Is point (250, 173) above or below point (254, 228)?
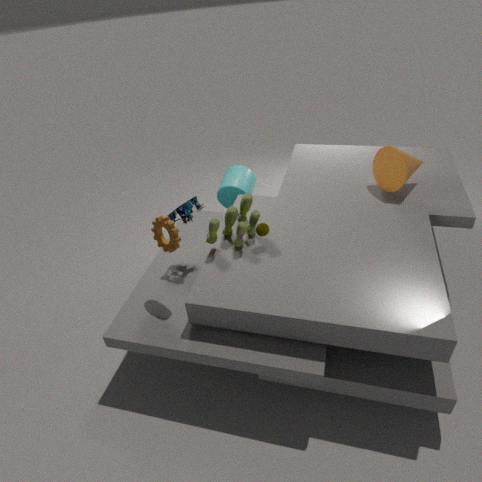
below
